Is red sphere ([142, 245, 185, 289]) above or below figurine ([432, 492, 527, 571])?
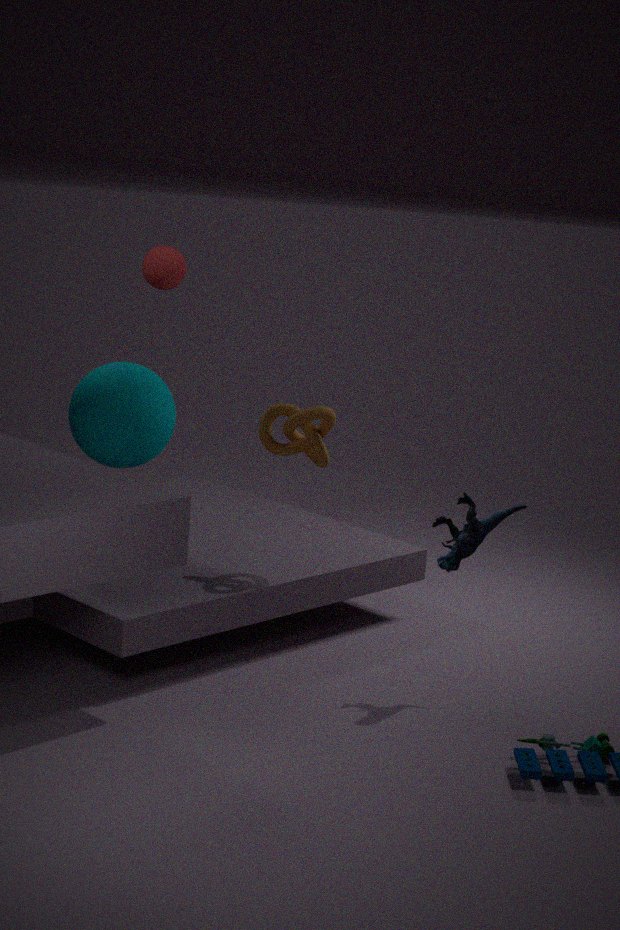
above
